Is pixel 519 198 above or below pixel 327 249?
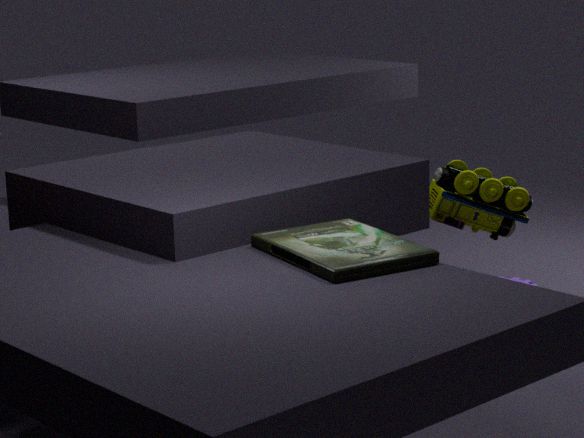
below
